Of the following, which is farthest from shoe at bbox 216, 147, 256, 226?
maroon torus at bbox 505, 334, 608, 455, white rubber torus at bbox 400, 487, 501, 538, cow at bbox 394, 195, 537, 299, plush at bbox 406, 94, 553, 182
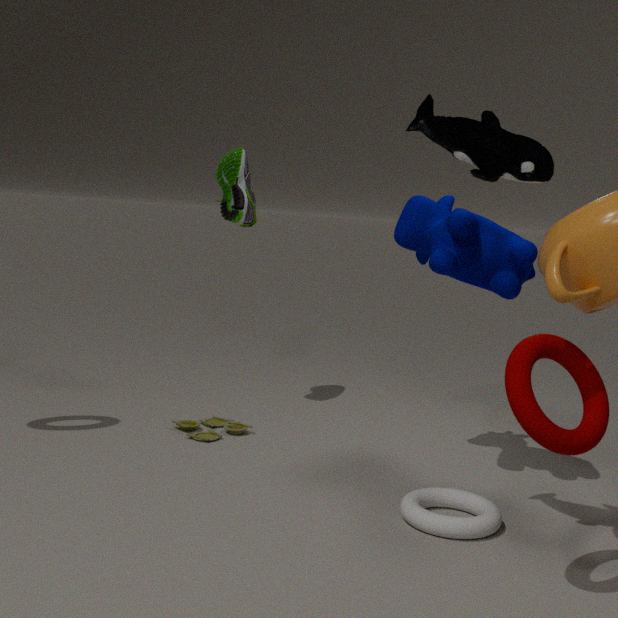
maroon torus at bbox 505, 334, 608, 455
